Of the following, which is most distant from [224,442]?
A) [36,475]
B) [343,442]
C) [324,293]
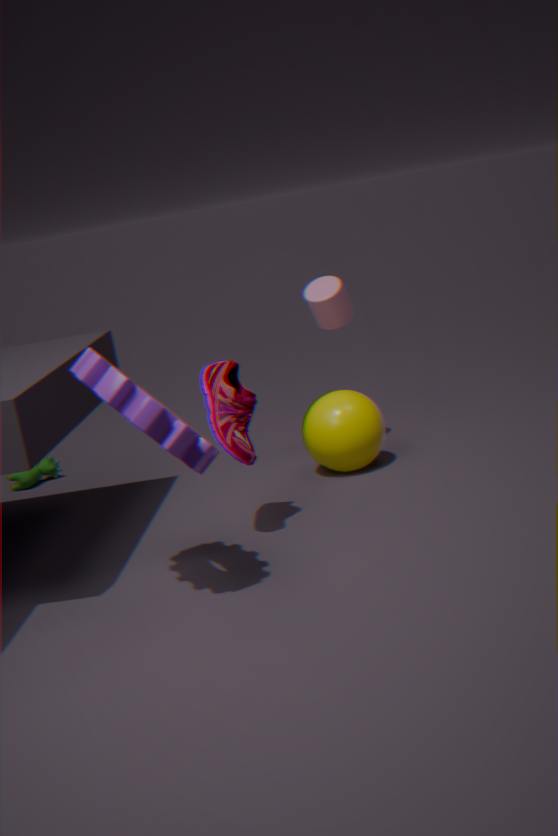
[36,475]
